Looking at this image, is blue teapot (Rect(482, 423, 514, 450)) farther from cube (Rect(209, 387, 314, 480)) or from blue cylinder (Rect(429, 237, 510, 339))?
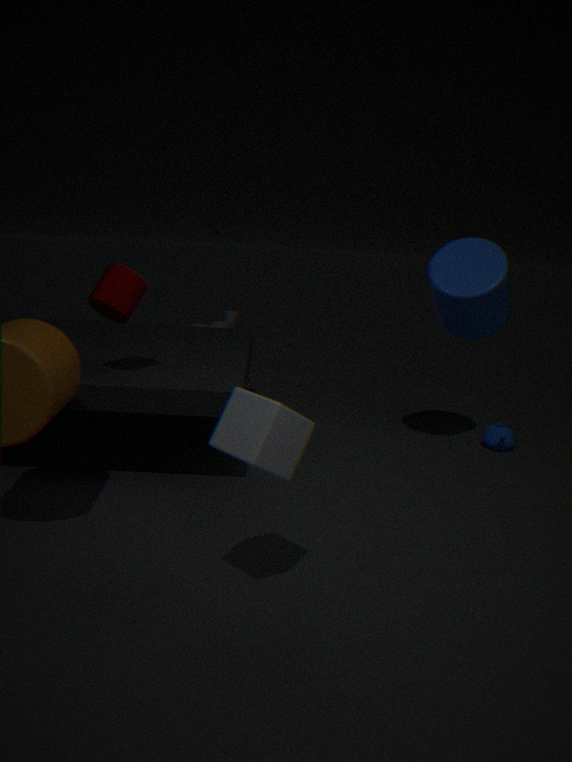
cube (Rect(209, 387, 314, 480))
